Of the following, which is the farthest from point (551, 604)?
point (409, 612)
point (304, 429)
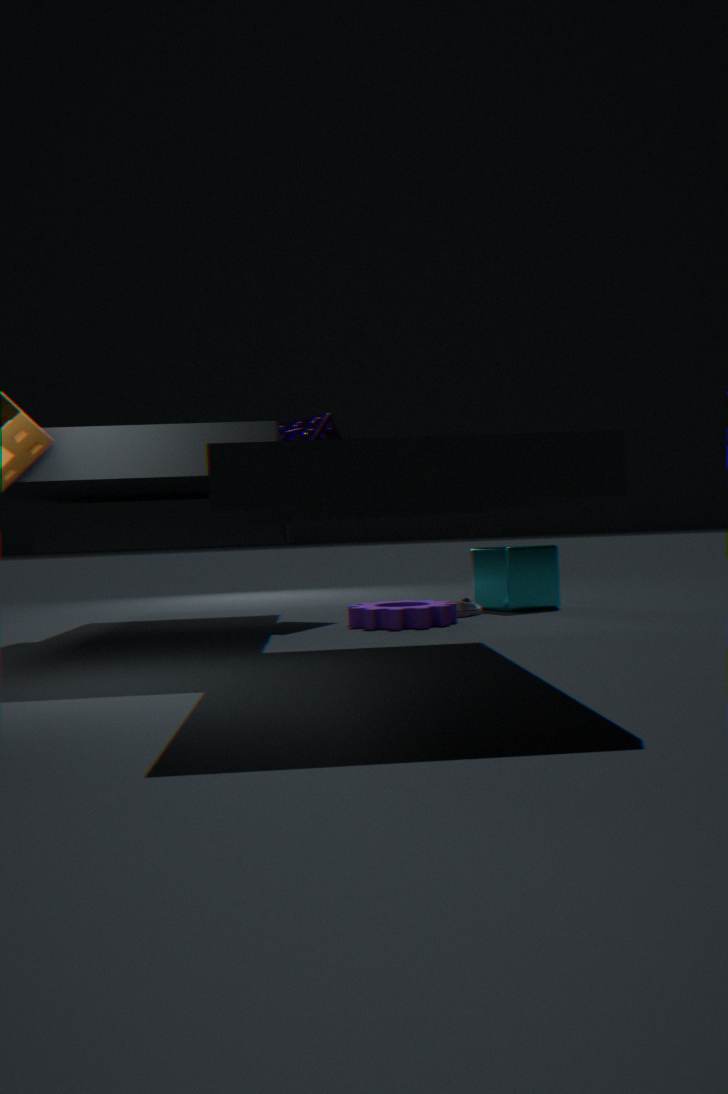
point (304, 429)
